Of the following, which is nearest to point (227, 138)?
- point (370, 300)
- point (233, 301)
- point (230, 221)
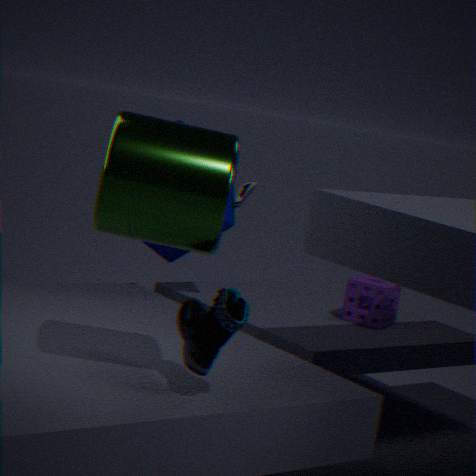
point (233, 301)
